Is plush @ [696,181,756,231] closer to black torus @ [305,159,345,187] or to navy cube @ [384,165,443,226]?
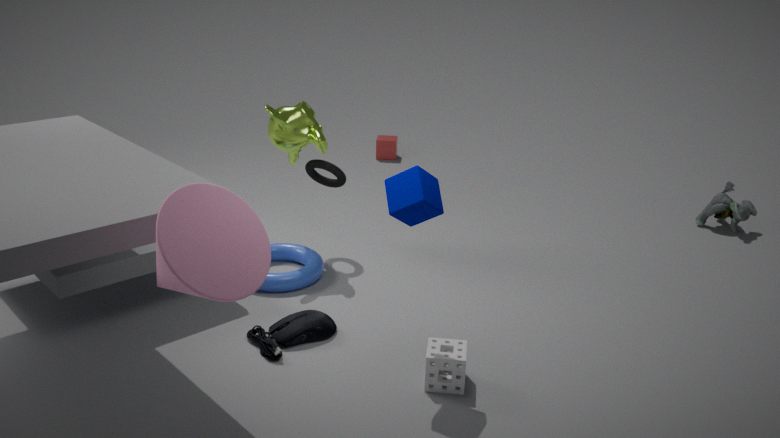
black torus @ [305,159,345,187]
